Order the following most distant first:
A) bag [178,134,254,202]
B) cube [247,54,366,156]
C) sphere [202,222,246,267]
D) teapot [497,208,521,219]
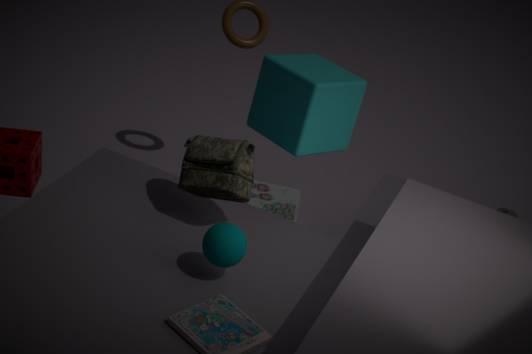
1. teapot [497,208,521,219]
2. cube [247,54,366,156]
3. bag [178,134,254,202]
4. sphere [202,222,246,267]
